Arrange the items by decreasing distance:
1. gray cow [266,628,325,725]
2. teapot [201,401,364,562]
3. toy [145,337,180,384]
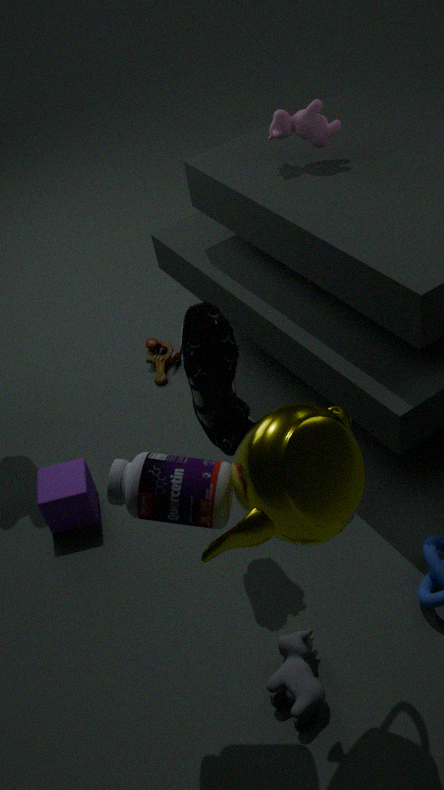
toy [145,337,180,384] → gray cow [266,628,325,725] → teapot [201,401,364,562]
